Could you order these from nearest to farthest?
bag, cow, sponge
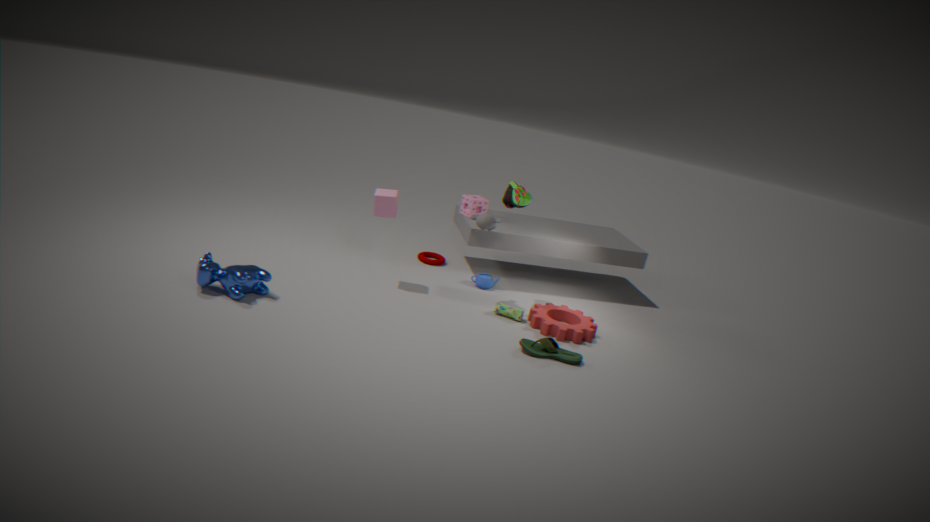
1. cow
2. bag
3. sponge
